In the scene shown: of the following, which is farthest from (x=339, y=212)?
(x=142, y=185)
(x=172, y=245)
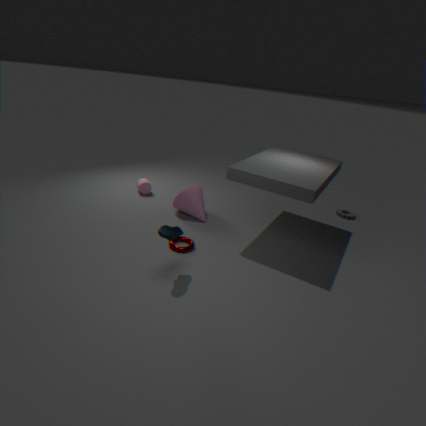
(x=142, y=185)
